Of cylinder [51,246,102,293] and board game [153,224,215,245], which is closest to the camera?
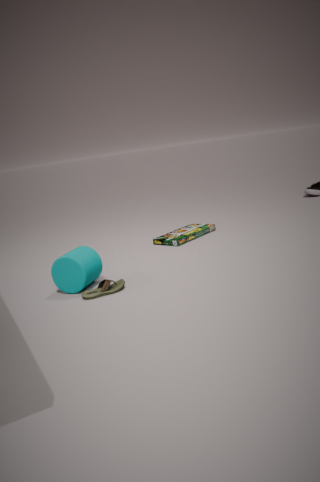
cylinder [51,246,102,293]
